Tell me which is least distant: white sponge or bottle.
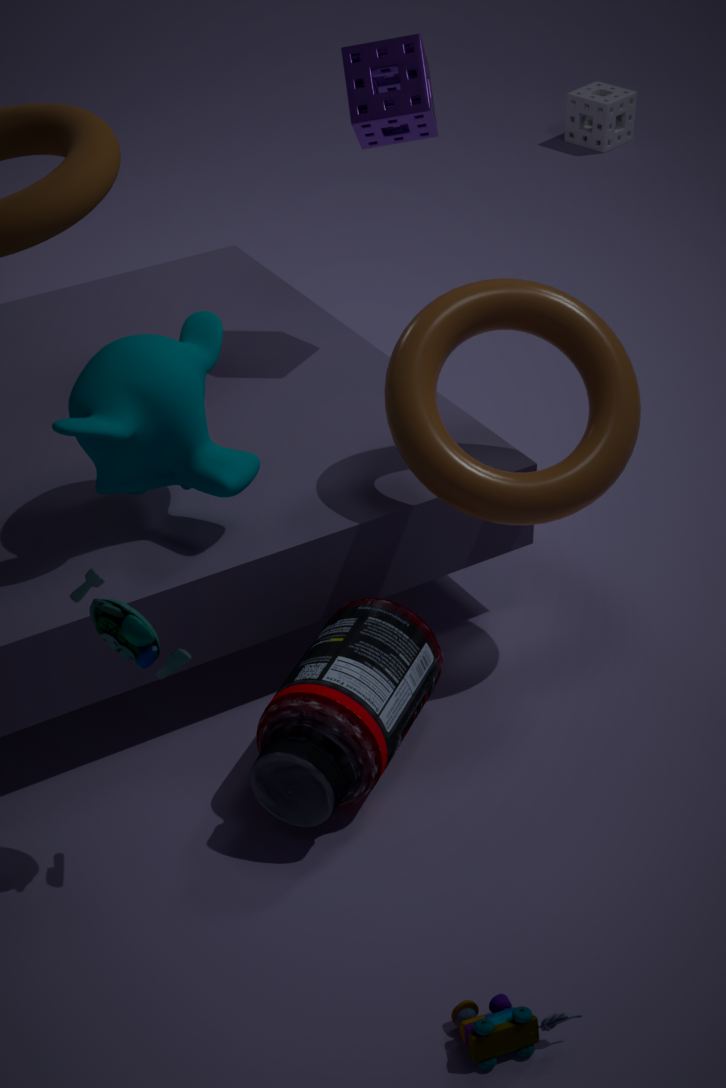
bottle
